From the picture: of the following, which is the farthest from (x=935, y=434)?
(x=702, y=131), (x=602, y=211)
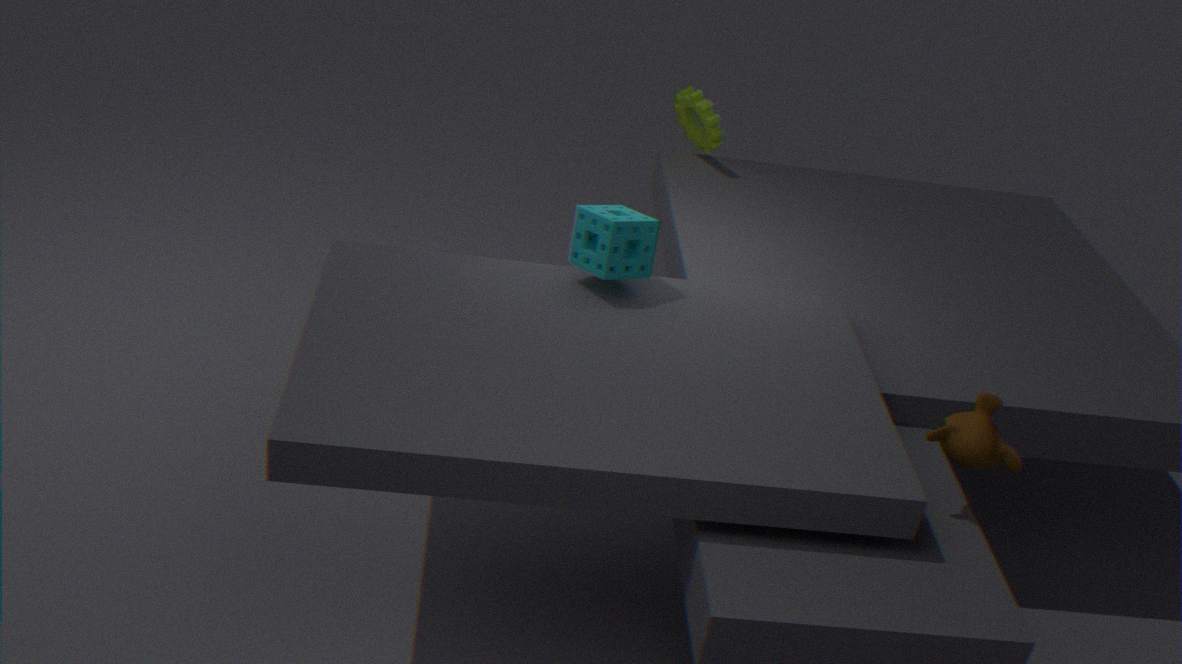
(x=702, y=131)
